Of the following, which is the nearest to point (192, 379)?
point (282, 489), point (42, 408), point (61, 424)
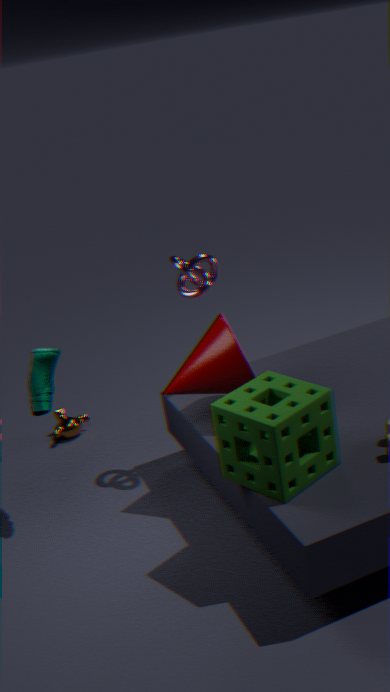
point (282, 489)
